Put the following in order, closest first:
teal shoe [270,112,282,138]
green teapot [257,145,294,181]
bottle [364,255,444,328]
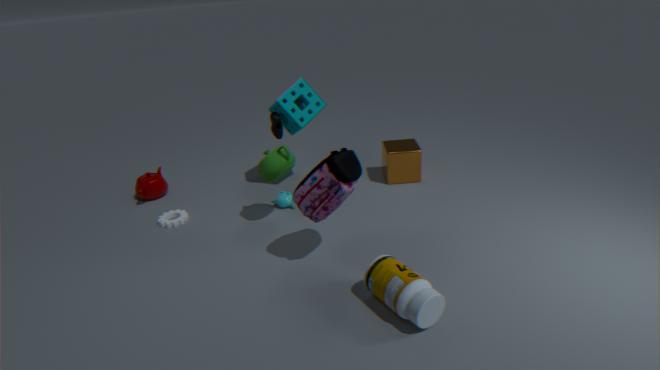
1. bottle [364,255,444,328]
2. green teapot [257,145,294,181]
3. teal shoe [270,112,282,138]
